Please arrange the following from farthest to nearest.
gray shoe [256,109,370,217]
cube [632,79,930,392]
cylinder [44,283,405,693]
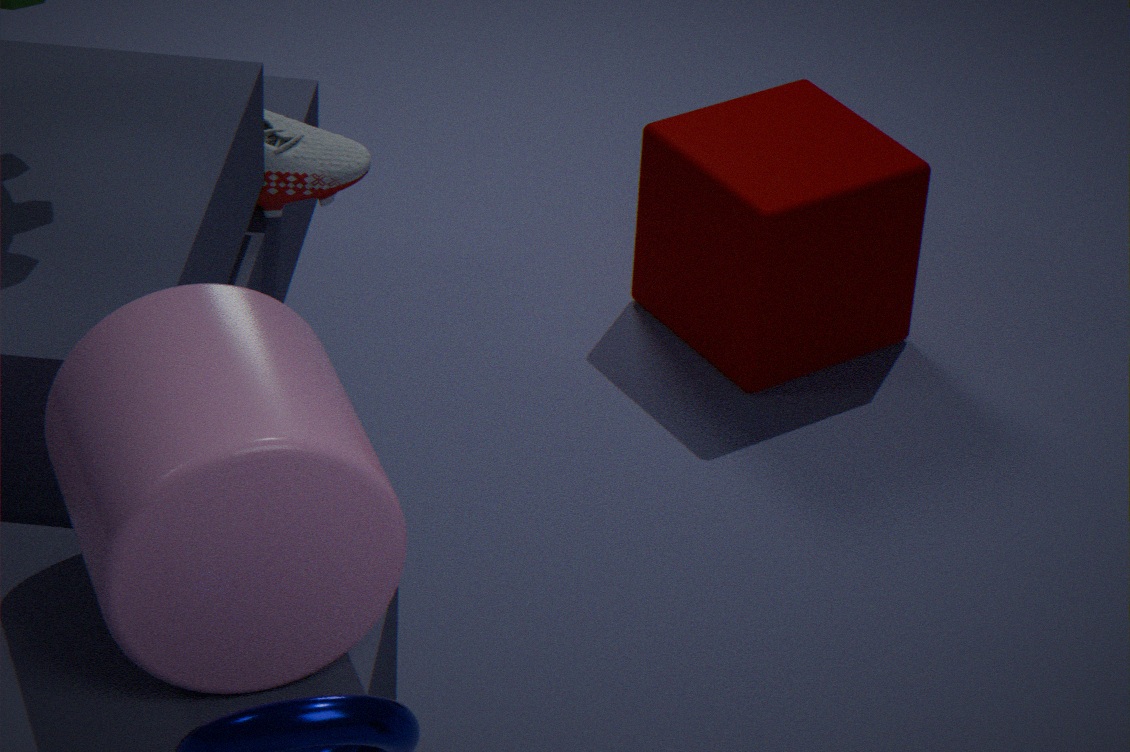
cube [632,79,930,392] < gray shoe [256,109,370,217] < cylinder [44,283,405,693]
